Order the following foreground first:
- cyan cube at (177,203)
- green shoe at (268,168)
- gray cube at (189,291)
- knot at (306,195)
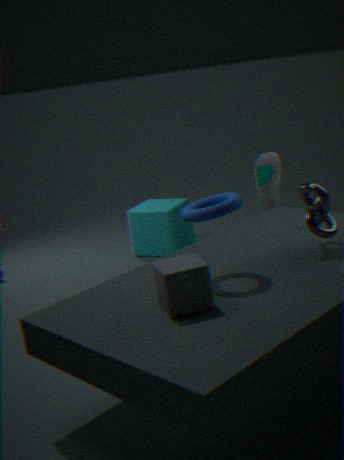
gray cube at (189,291) < knot at (306,195) < green shoe at (268,168) < cyan cube at (177,203)
